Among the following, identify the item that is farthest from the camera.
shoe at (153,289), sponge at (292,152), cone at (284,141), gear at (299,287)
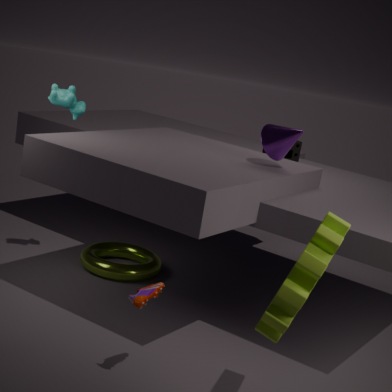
sponge at (292,152)
